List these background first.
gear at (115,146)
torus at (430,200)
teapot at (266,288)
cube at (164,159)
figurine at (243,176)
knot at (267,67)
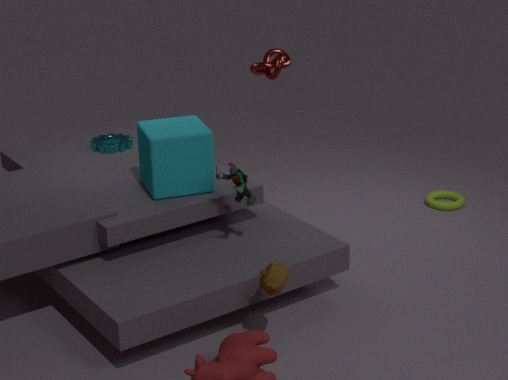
1. torus at (430,200)
2. gear at (115,146)
3. knot at (267,67)
4. cube at (164,159)
5. figurine at (243,176)
6. teapot at (266,288)
